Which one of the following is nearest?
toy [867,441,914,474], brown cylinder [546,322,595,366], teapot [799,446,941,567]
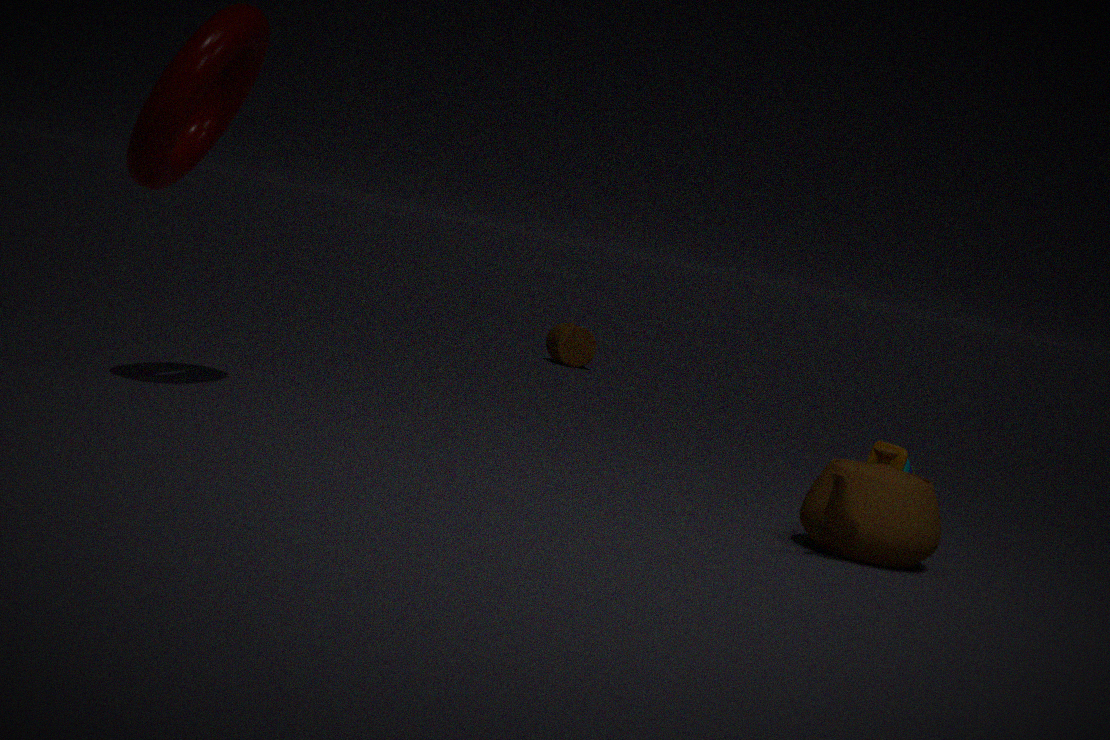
teapot [799,446,941,567]
